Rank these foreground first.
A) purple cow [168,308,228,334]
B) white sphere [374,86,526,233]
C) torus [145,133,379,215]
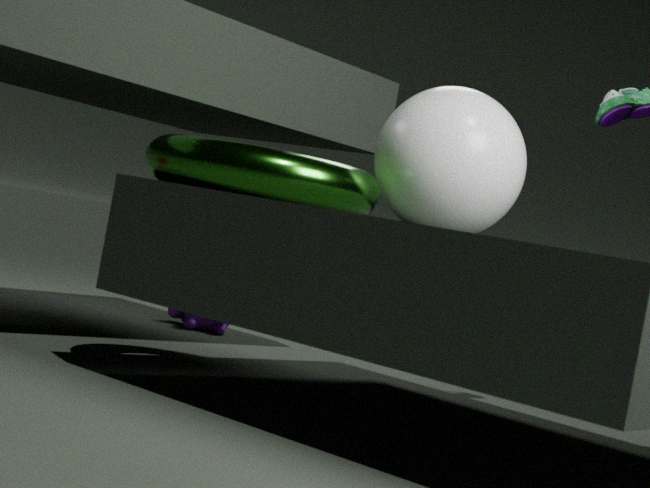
torus [145,133,379,215] → white sphere [374,86,526,233] → purple cow [168,308,228,334]
